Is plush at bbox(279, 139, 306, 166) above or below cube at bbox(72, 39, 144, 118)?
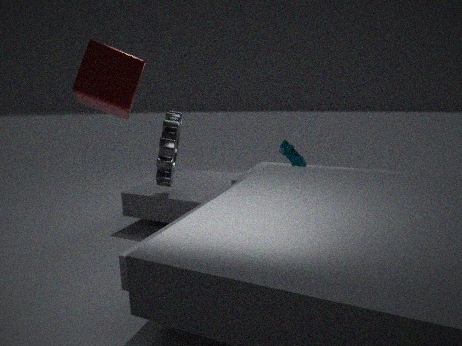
below
